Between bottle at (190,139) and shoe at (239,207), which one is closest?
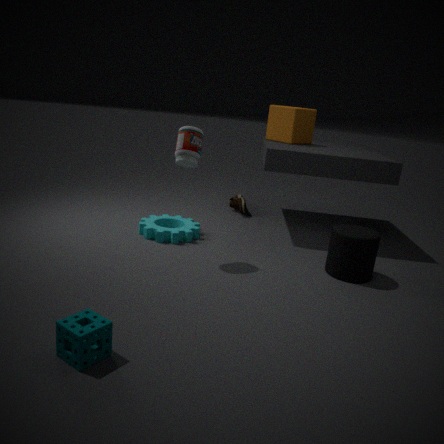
bottle at (190,139)
